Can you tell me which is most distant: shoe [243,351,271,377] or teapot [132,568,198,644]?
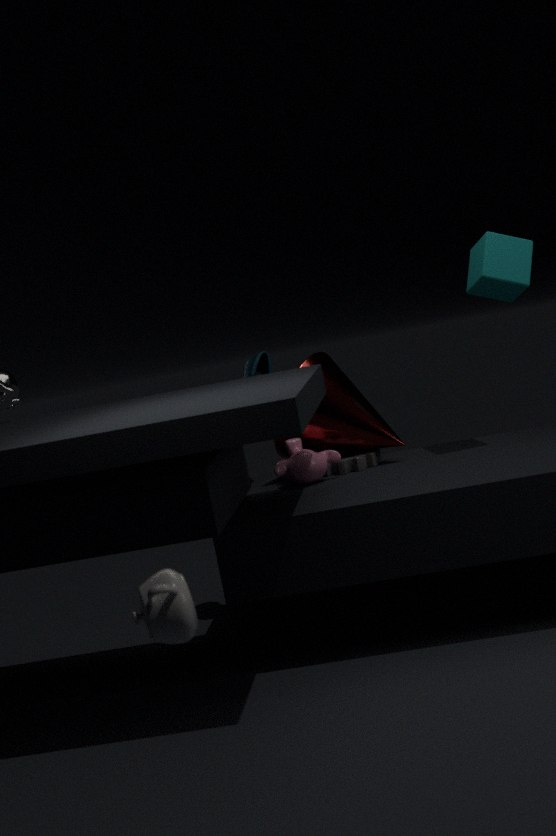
shoe [243,351,271,377]
